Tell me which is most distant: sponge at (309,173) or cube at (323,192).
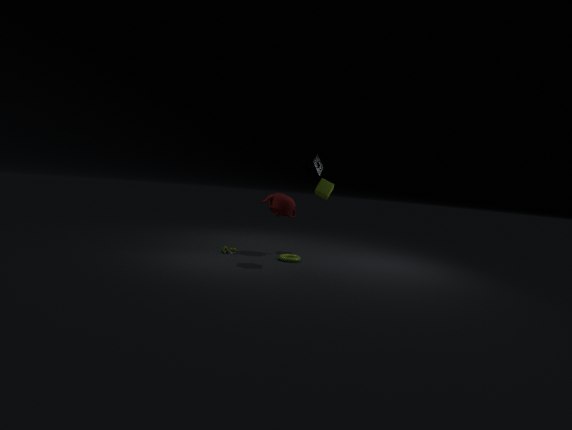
cube at (323,192)
